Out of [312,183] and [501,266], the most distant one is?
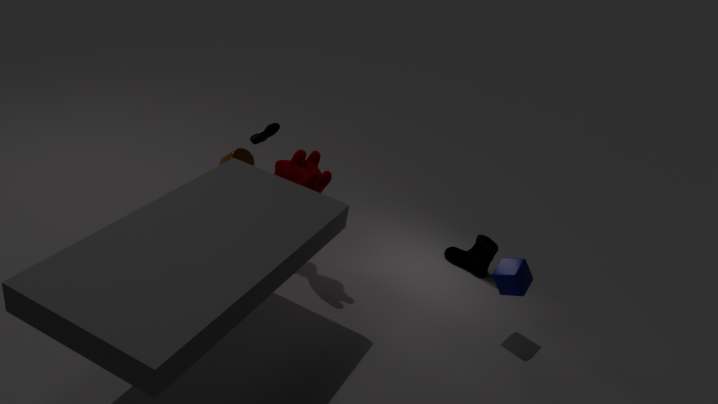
[501,266]
